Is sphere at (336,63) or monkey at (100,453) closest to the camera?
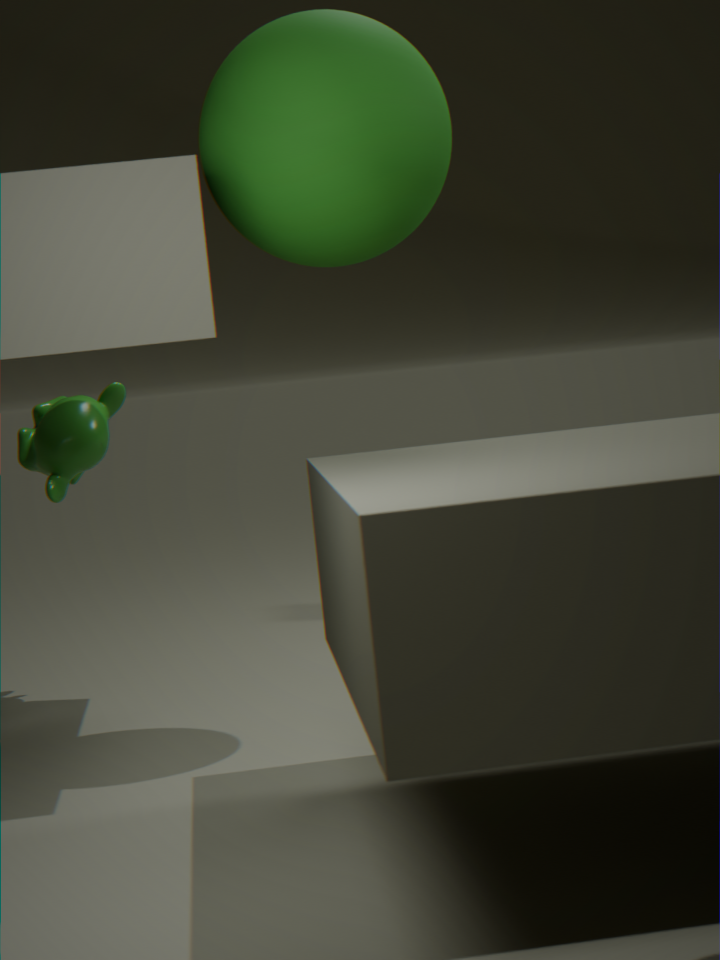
sphere at (336,63)
